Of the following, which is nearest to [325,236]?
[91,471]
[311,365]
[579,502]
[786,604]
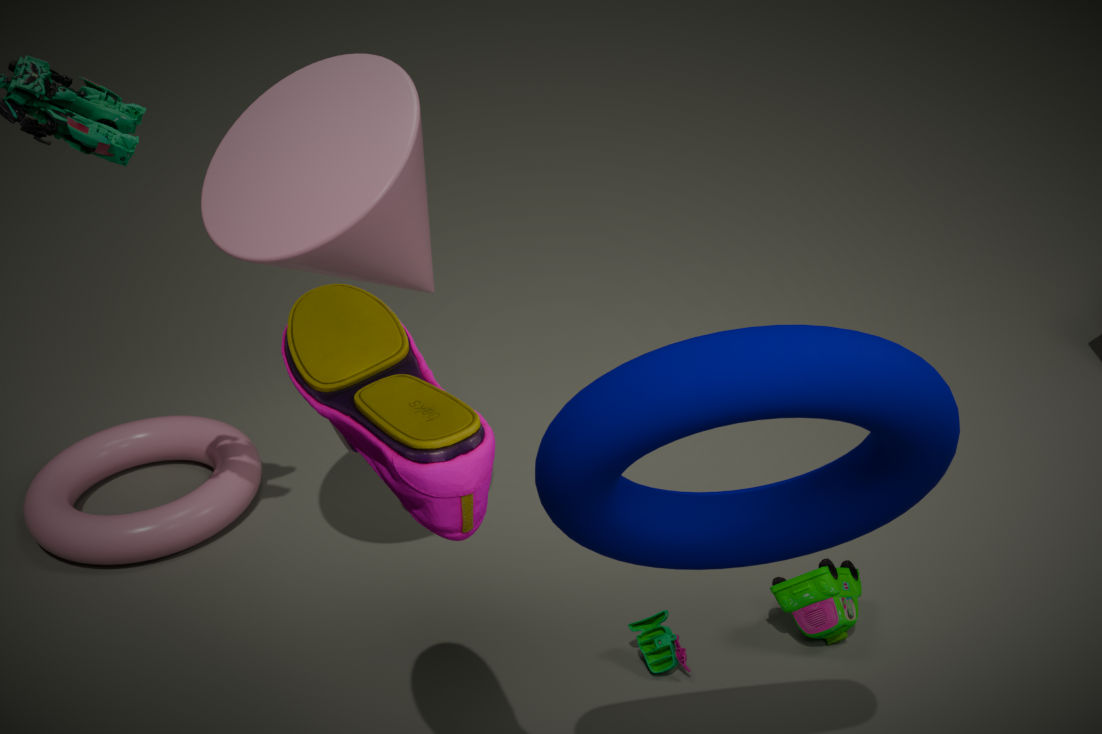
[311,365]
